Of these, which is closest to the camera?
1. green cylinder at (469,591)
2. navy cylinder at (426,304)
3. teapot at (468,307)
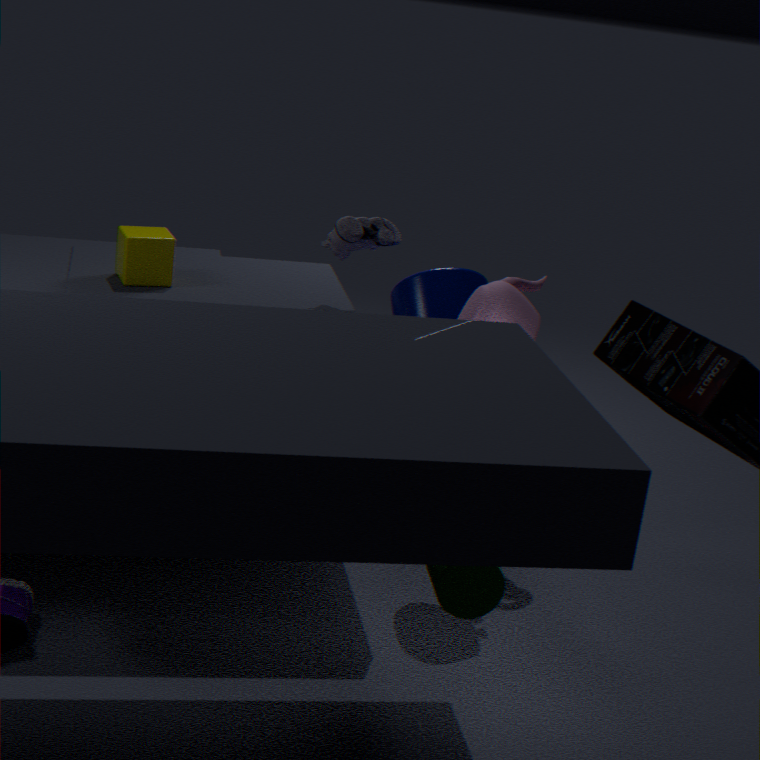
green cylinder at (469,591)
